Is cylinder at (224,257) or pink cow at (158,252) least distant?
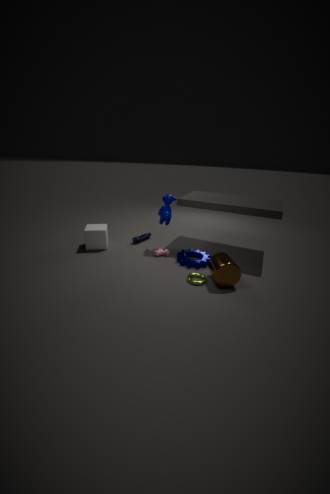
cylinder at (224,257)
